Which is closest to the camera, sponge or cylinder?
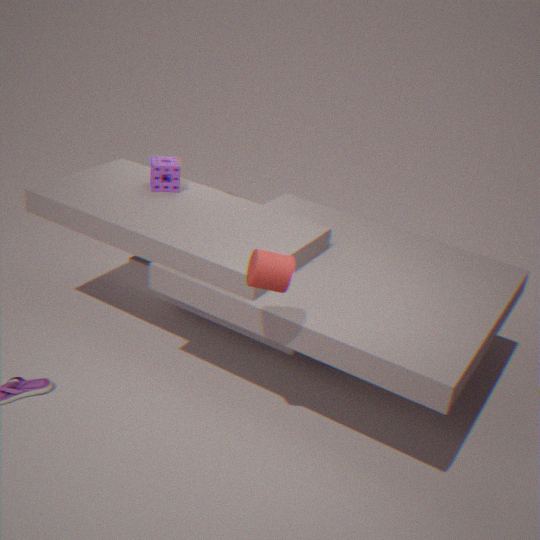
cylinder
